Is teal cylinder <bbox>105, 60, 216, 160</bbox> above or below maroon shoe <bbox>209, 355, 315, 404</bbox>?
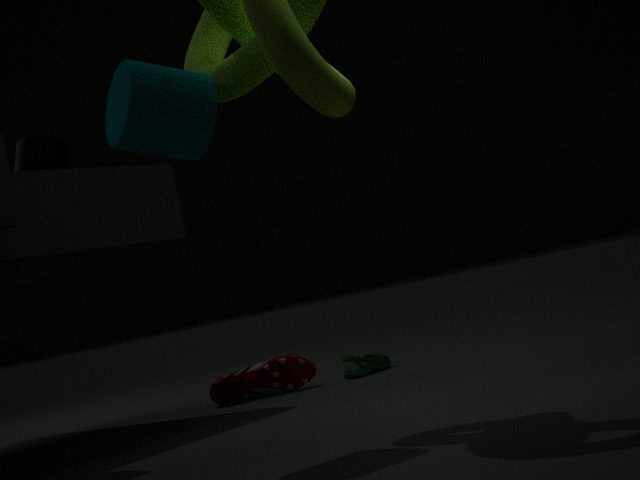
above
